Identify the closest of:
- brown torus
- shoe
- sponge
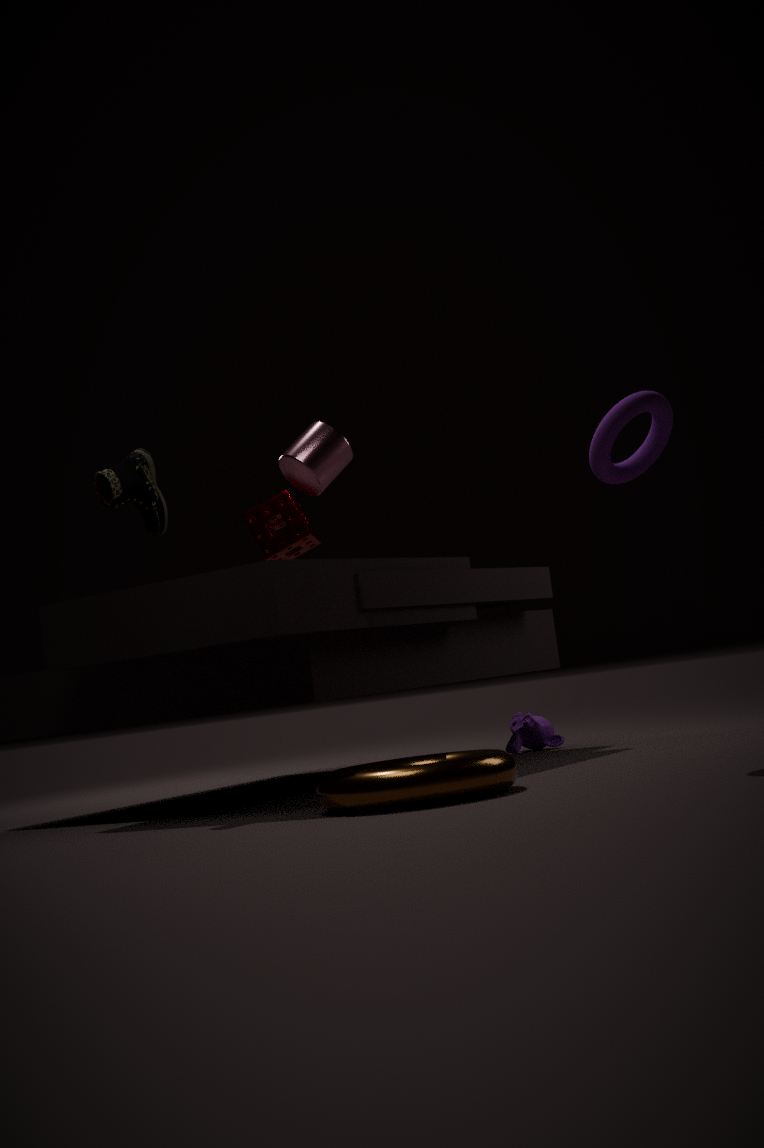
brown torus
